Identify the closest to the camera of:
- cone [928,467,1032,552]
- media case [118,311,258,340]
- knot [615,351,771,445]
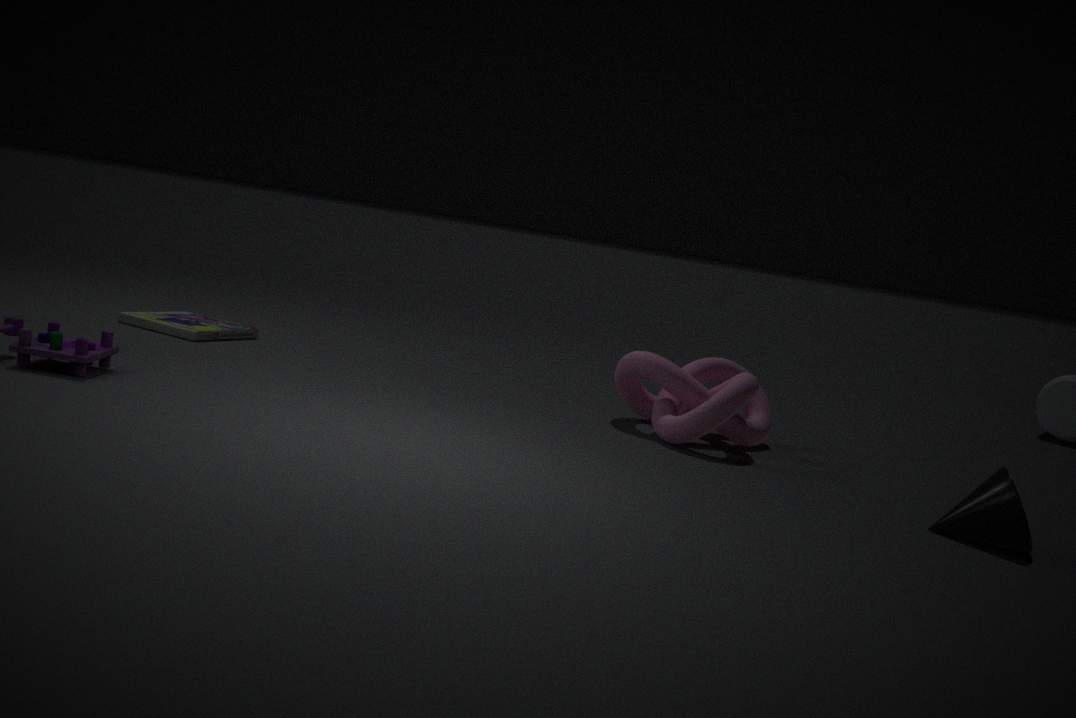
cone [928,467,1032,552]
